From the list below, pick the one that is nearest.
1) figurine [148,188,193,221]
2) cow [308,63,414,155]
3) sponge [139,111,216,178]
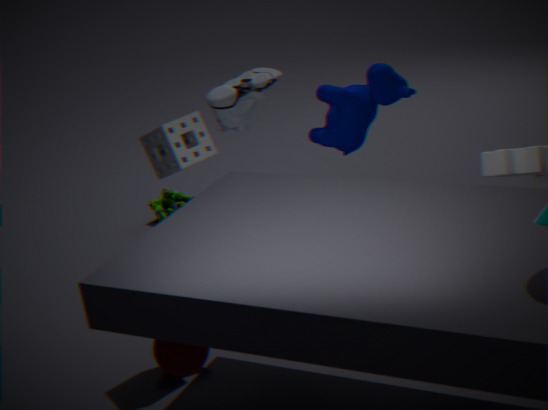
3. sponge [139,111,216,178]
